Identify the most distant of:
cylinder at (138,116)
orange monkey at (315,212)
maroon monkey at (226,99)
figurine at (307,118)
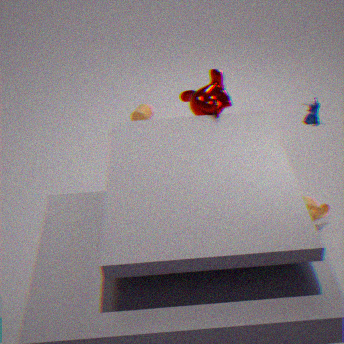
cylinder at (138,116)
